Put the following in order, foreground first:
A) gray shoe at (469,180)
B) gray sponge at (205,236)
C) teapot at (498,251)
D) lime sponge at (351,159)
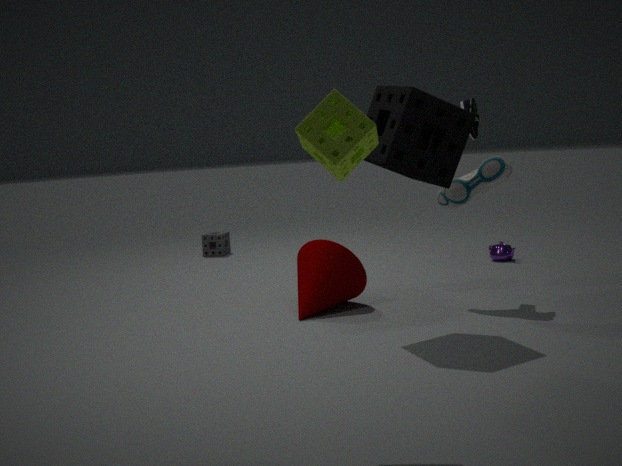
lime sponge at (351,159) → gray shoe at (469,180) → teapot at (498,251) → gray sponge at (205,236)
